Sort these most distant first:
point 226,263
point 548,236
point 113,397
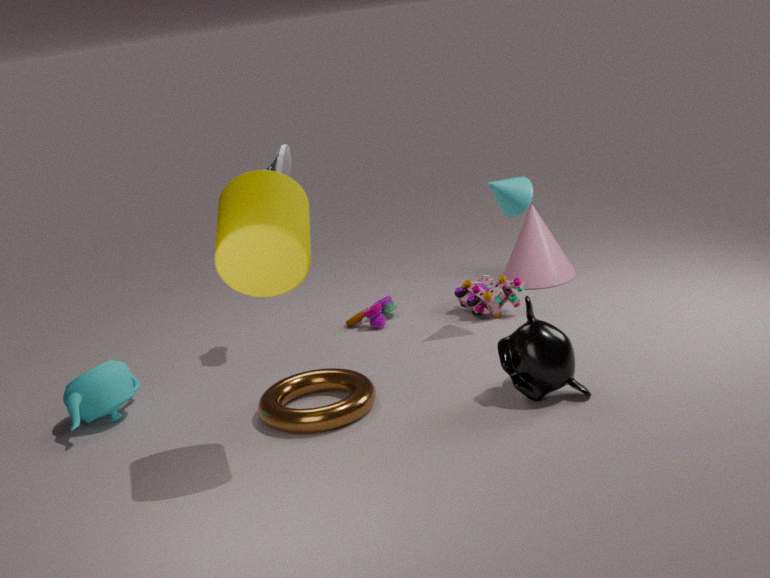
point 548,236, point 113,397, point 226,263
